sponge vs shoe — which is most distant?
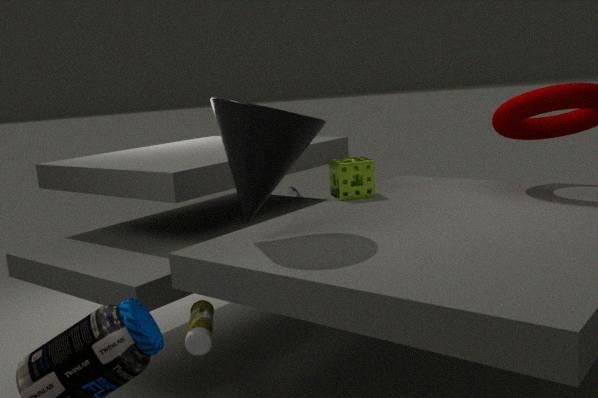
shoe
